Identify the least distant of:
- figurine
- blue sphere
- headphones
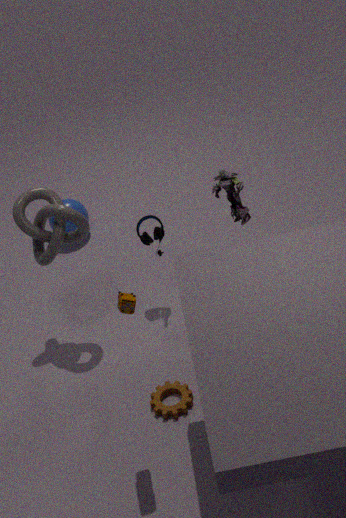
figurine
